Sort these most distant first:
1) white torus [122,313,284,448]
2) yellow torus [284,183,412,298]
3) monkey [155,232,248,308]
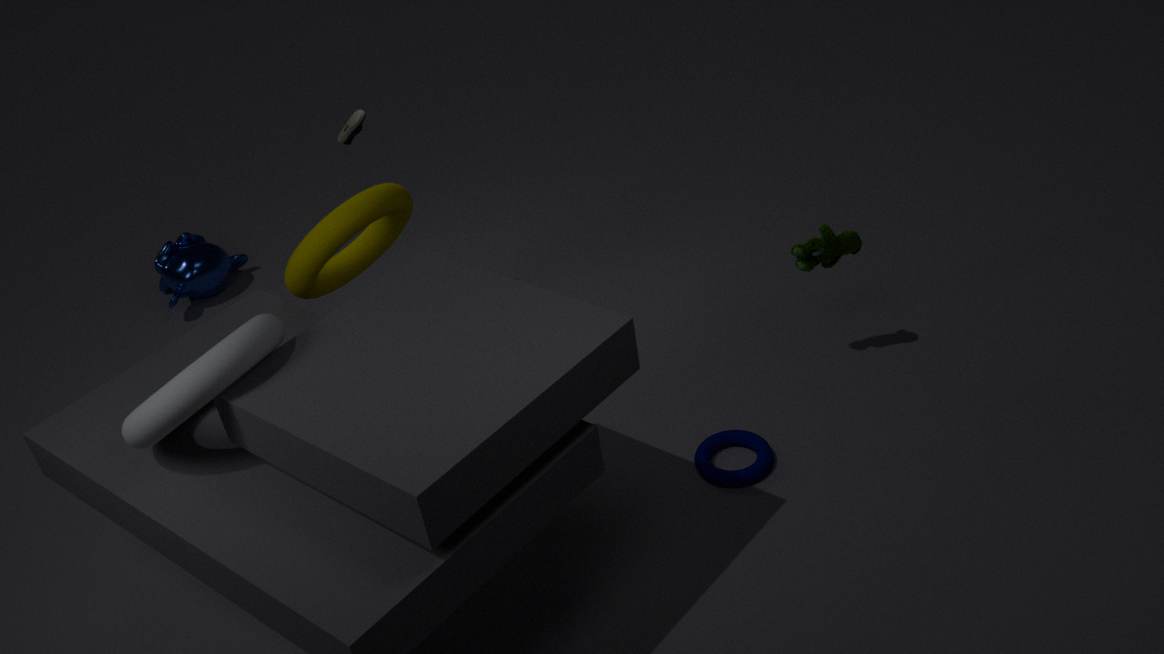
1. 3. monkey [155,232,248,308]
2. 2. yellow torus [284,183,412,298]
3. 1. white torus [122,313,284,448]
